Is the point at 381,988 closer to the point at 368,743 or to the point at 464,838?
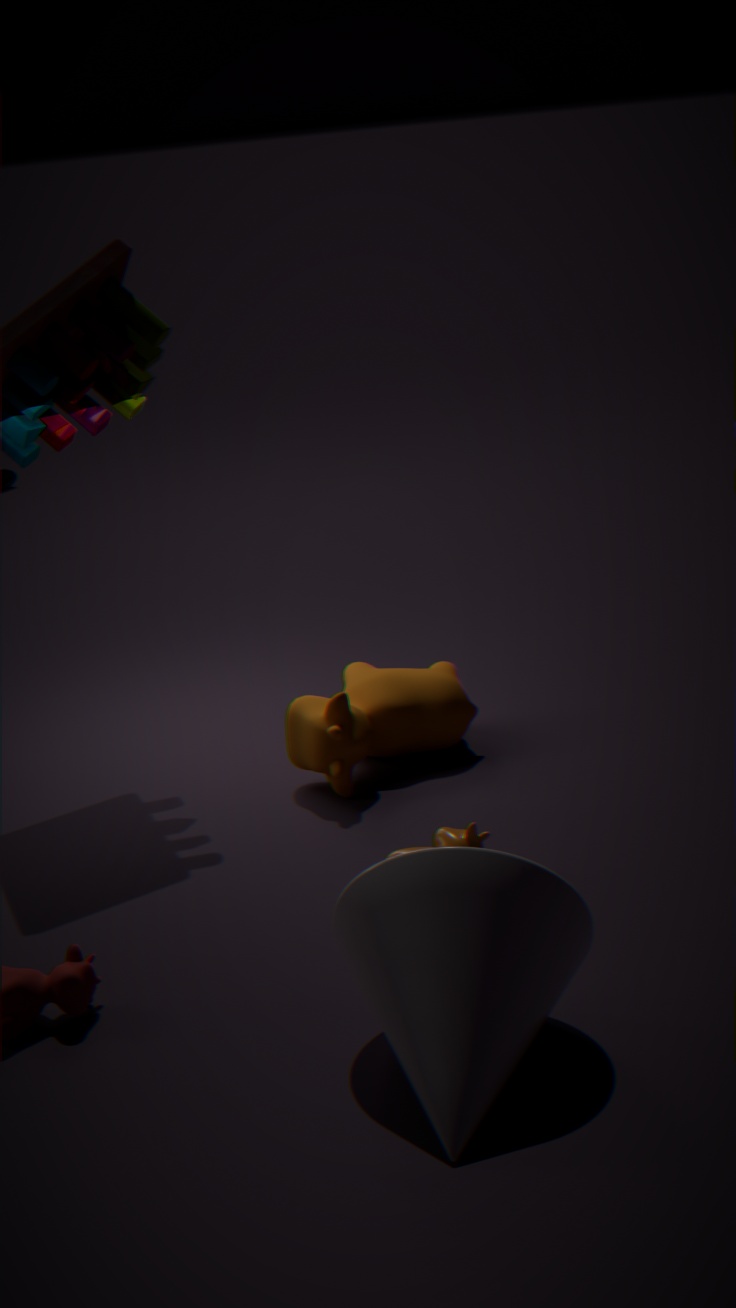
the point at 464,838
